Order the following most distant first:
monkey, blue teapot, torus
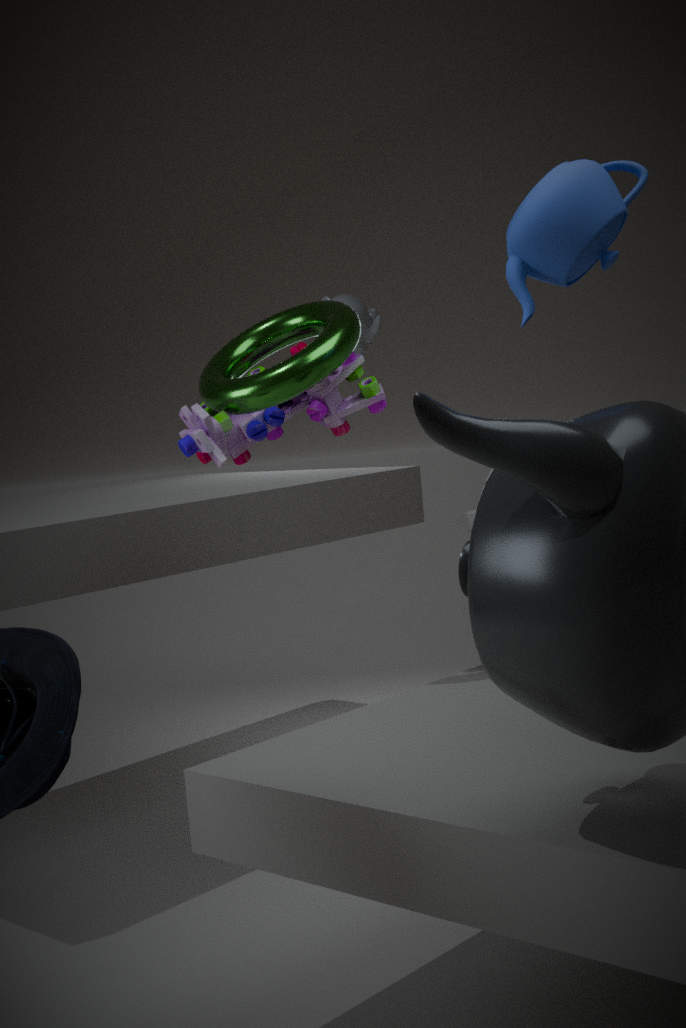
monkey < torus < blue teapot
